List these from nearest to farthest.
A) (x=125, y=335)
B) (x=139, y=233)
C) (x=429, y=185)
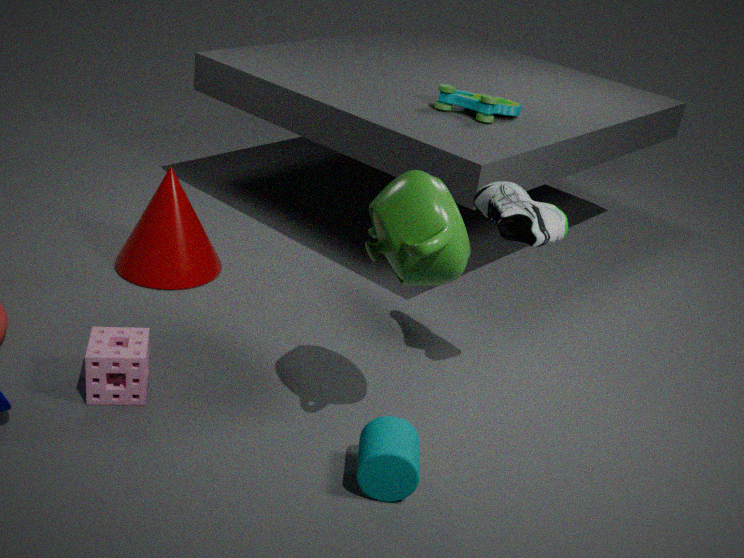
(x=429, y=185) → (x=125, y=335) → (x=139, y=233)
